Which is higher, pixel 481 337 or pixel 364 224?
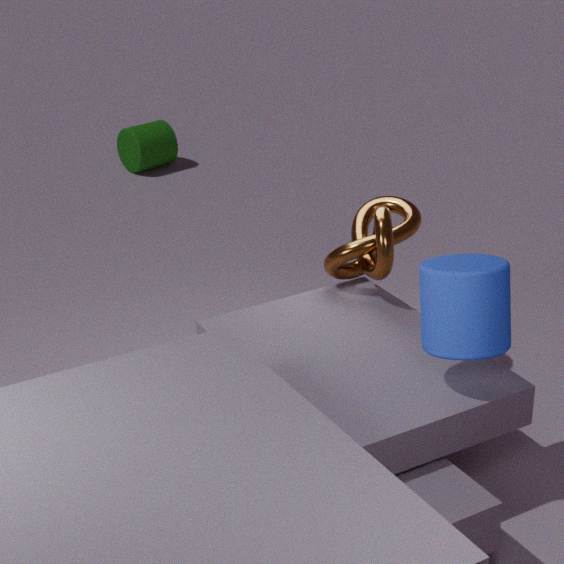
pixel 481 337
